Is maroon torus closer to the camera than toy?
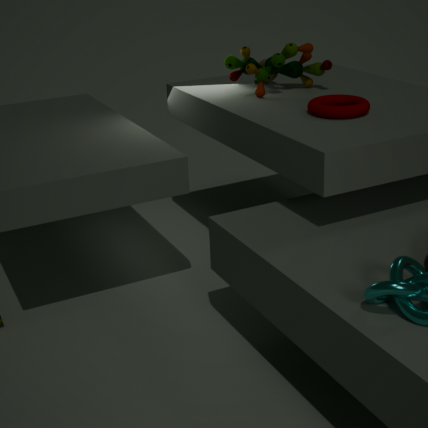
Yes
